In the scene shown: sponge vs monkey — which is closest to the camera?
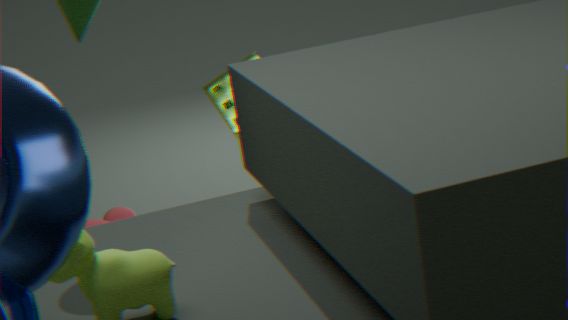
monkey
